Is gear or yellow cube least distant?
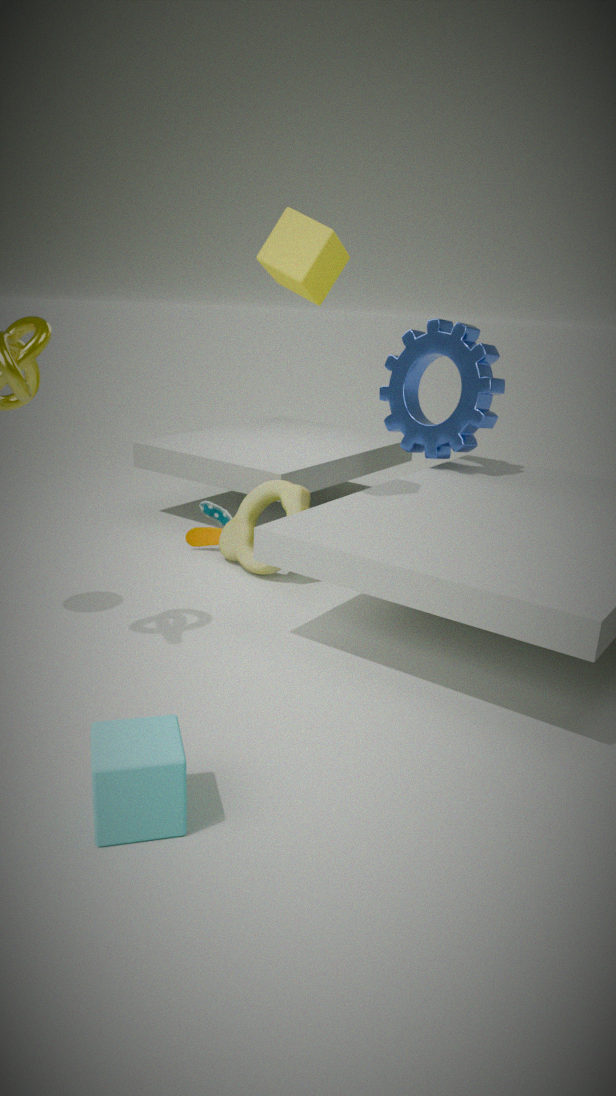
yellow cube
